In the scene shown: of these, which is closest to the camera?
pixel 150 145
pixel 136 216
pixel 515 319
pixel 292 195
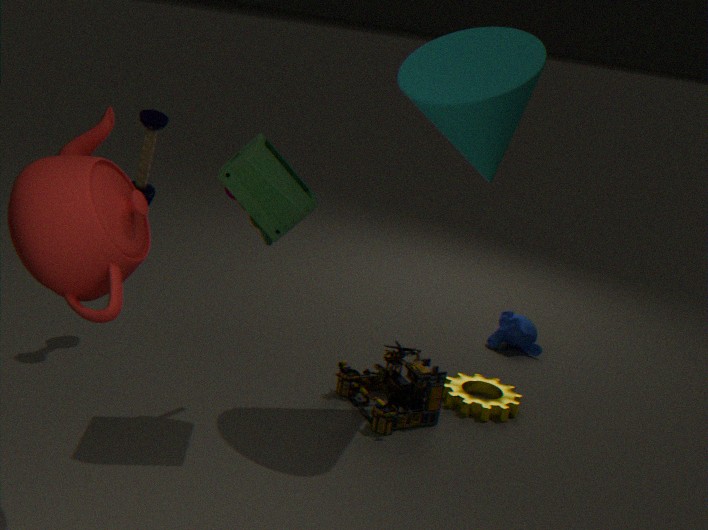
pixel 136 216
